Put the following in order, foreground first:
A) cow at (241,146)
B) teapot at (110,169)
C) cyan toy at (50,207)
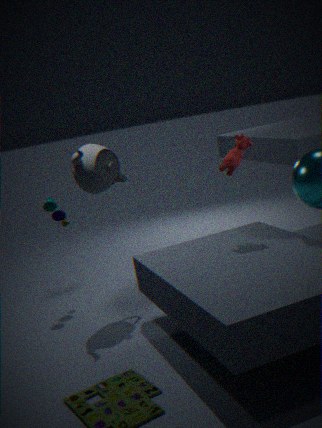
1. cow at (241,146)
2. teapot at (110,169)
3. cyan toy at (50,207)
